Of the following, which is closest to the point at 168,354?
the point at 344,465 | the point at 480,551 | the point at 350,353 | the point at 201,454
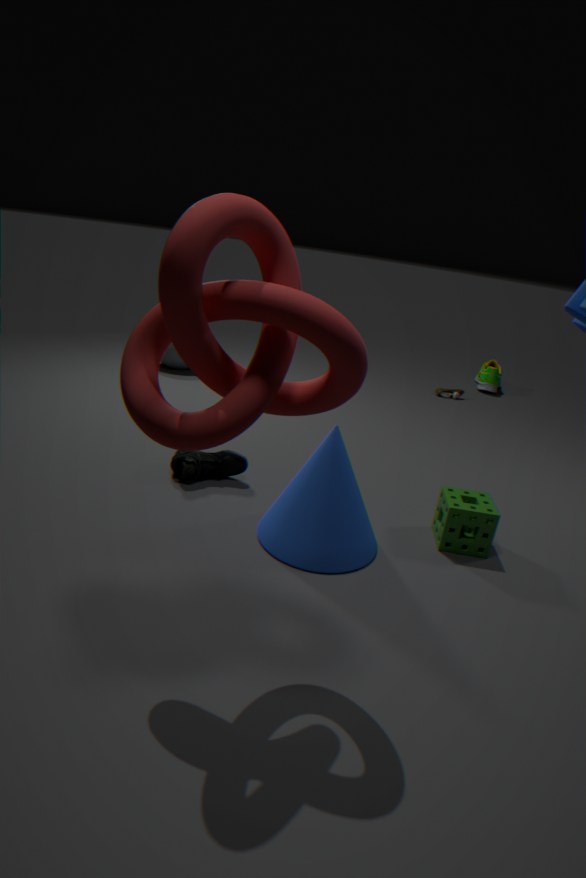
the point at 201,454
